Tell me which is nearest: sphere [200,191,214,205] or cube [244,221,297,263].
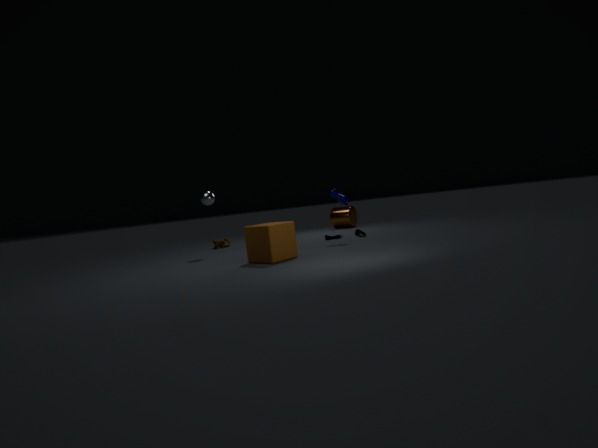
cube [244,221,297,263]
